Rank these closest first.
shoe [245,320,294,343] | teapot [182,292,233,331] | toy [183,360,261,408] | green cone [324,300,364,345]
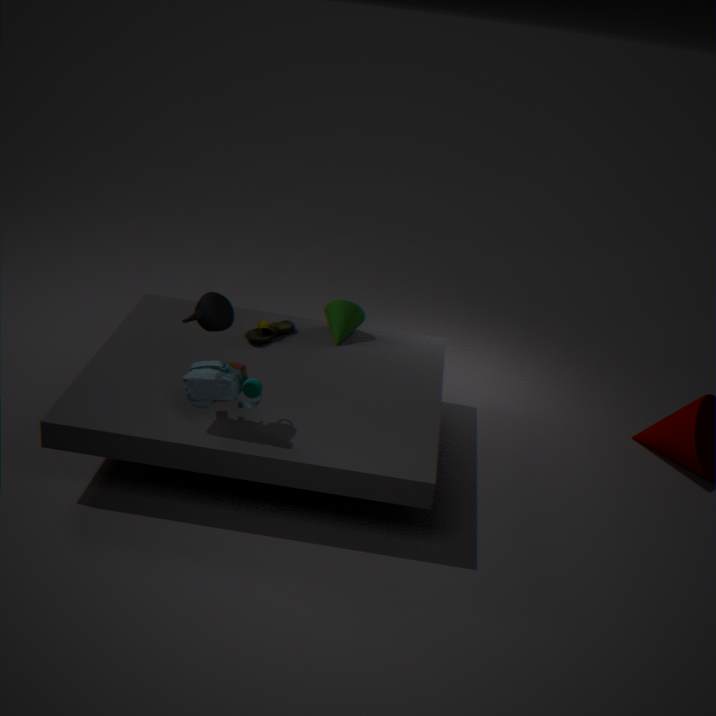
1. teapot [182,292,233,331]
2. toy [183,360,261,408]
3. shoe [245,320,294,343]
4. green cone [324,300,364,345]
